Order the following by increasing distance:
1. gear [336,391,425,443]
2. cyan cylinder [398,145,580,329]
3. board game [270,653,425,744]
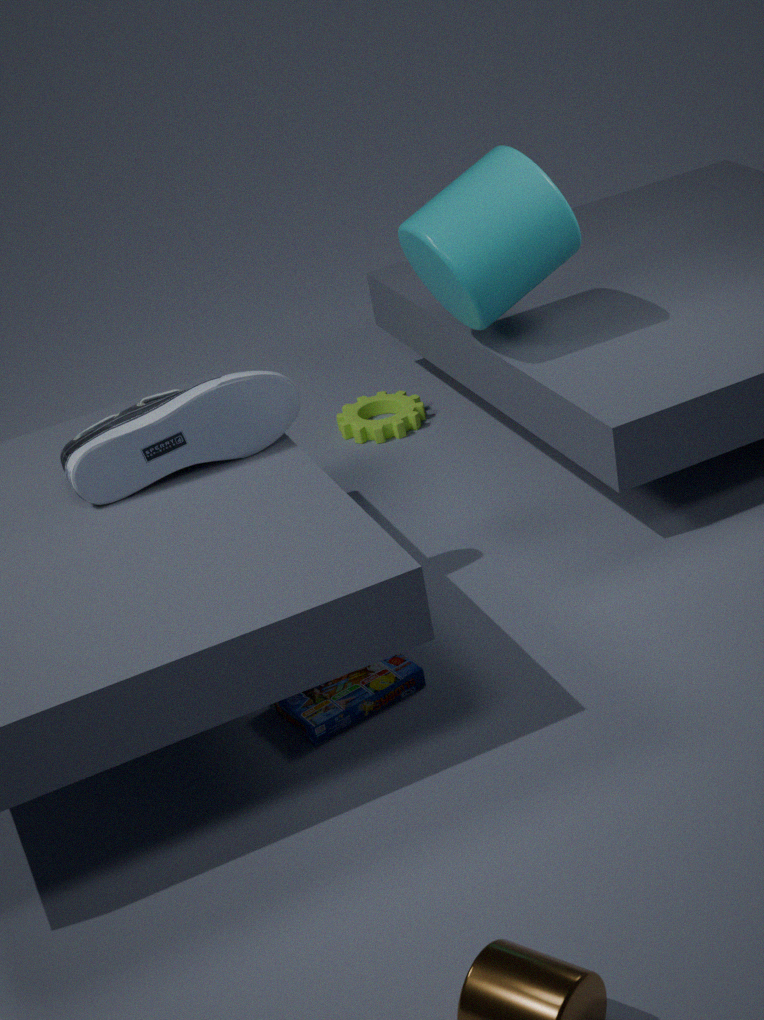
1. board game [270,653,425,744]
2. cyan cylinder [398,145,580,329]
3. gear [336,391,425,443]
